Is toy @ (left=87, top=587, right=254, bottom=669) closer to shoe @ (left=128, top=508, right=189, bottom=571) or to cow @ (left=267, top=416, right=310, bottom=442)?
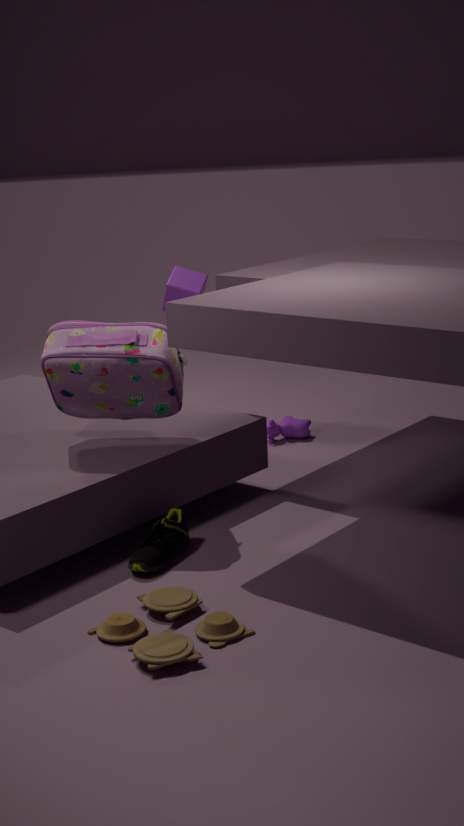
shoe @ (left=128, top=508, right=189, bottom=571)
